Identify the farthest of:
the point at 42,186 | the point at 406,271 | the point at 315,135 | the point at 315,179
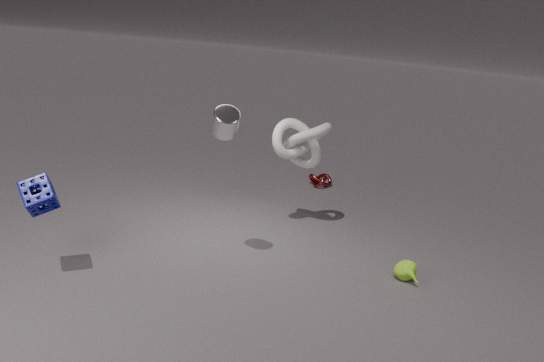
the point at 315,179
